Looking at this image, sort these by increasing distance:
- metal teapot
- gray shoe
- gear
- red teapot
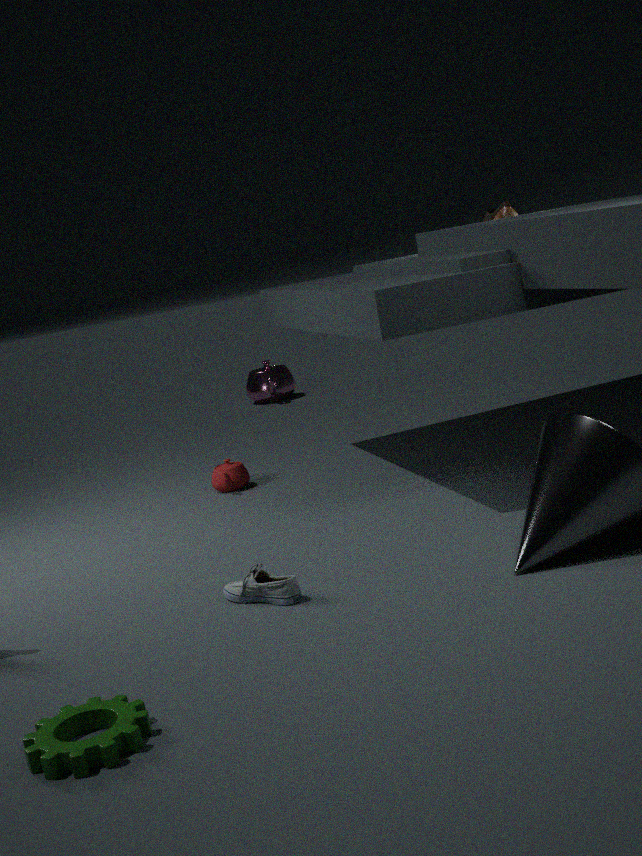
gear
gray shoe
red teapot
metal teapot
